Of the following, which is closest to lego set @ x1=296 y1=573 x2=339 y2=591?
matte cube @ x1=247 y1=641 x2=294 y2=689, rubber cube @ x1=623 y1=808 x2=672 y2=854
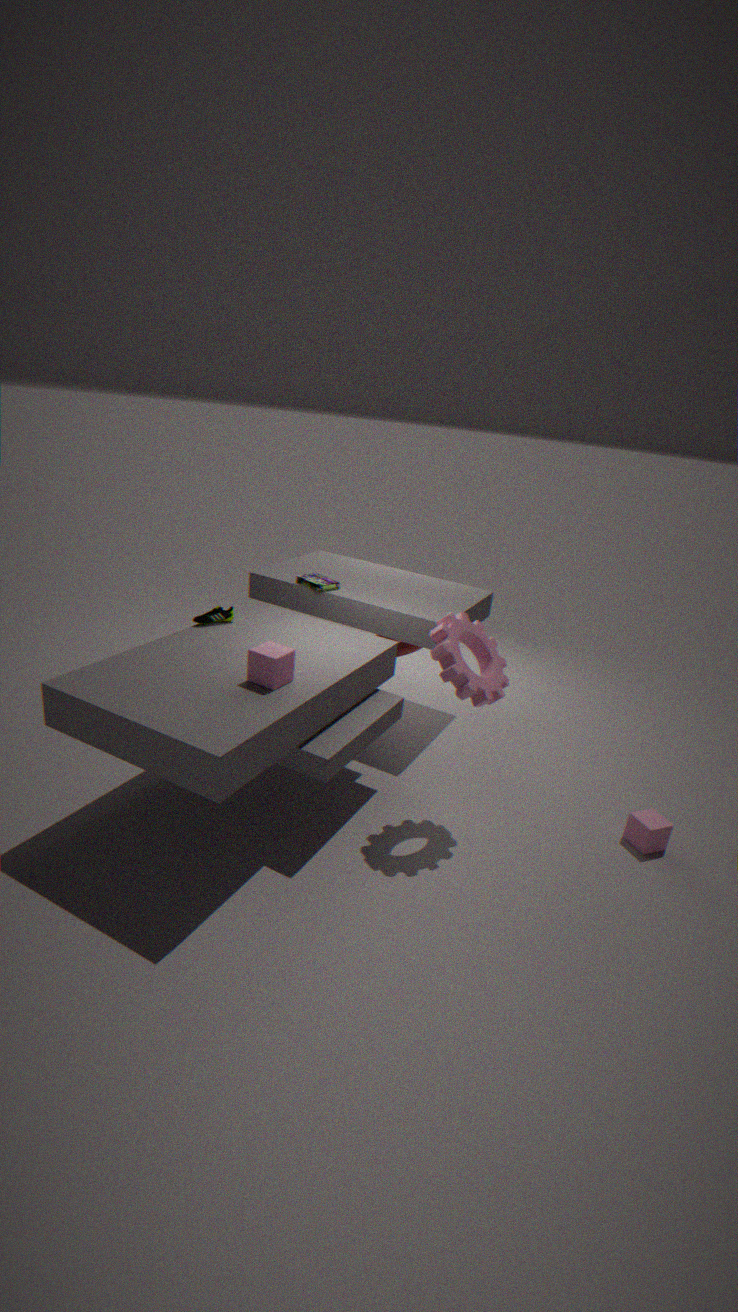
matte cube @ x1=247 y1=641 x2=294 y2=689
